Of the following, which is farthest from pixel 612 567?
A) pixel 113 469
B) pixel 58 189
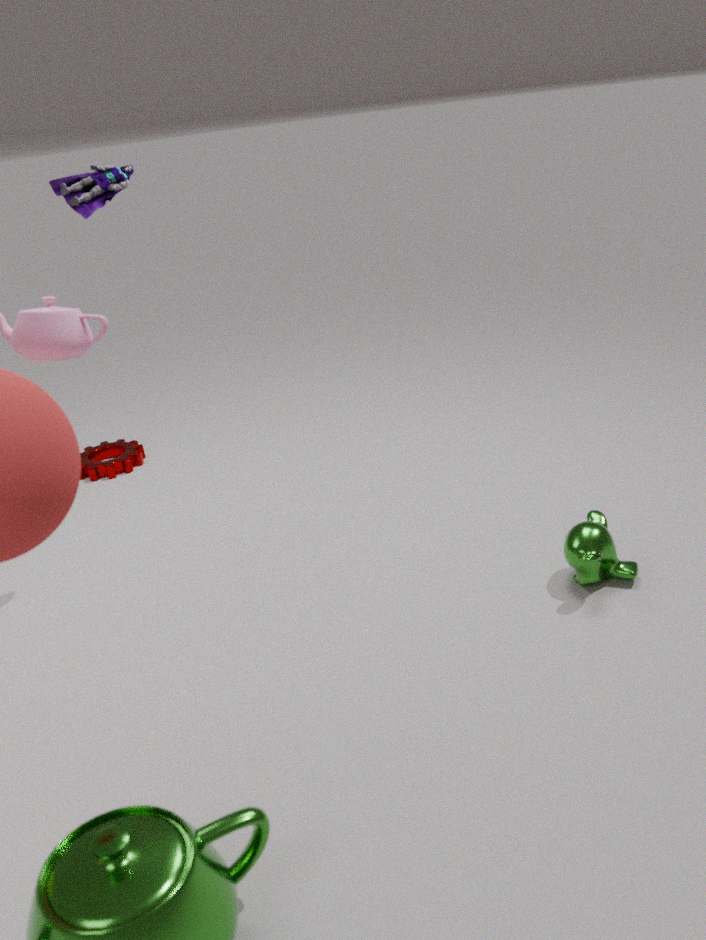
pixel 113 469
